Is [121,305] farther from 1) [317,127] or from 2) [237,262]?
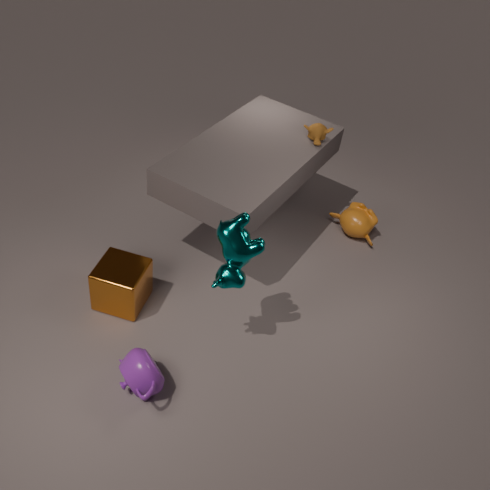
1) [317,127]
